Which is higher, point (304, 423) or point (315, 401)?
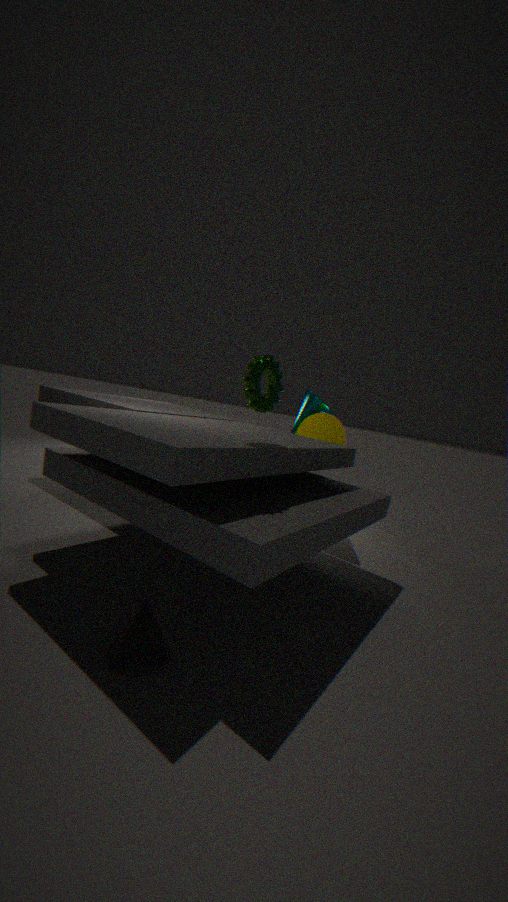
point (315, 401)
